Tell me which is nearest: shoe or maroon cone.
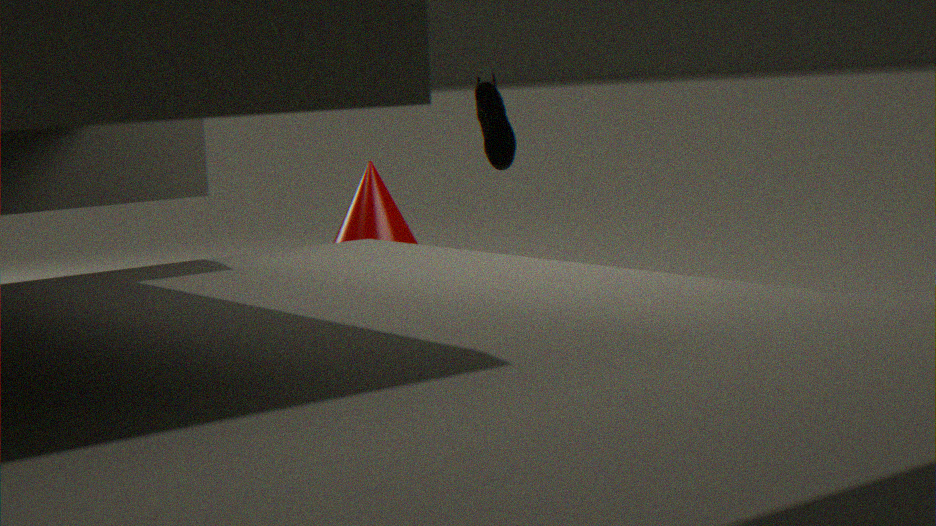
maroon cone
